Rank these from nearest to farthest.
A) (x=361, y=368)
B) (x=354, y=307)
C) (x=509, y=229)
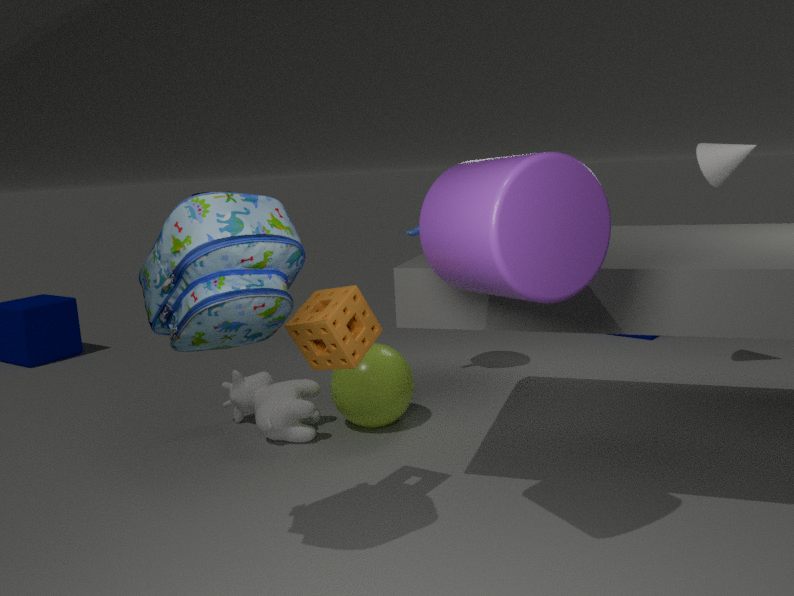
(x=509, y=229) < (x=354, y=307) < (x=361, y=368)
